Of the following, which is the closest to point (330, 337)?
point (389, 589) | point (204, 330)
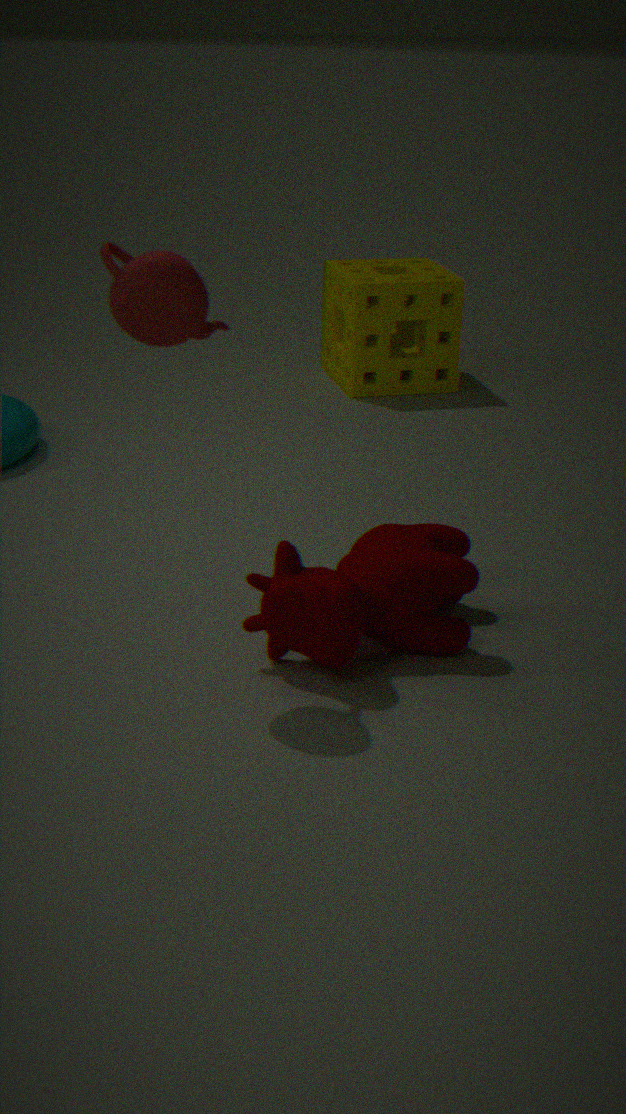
point (389, 589)
